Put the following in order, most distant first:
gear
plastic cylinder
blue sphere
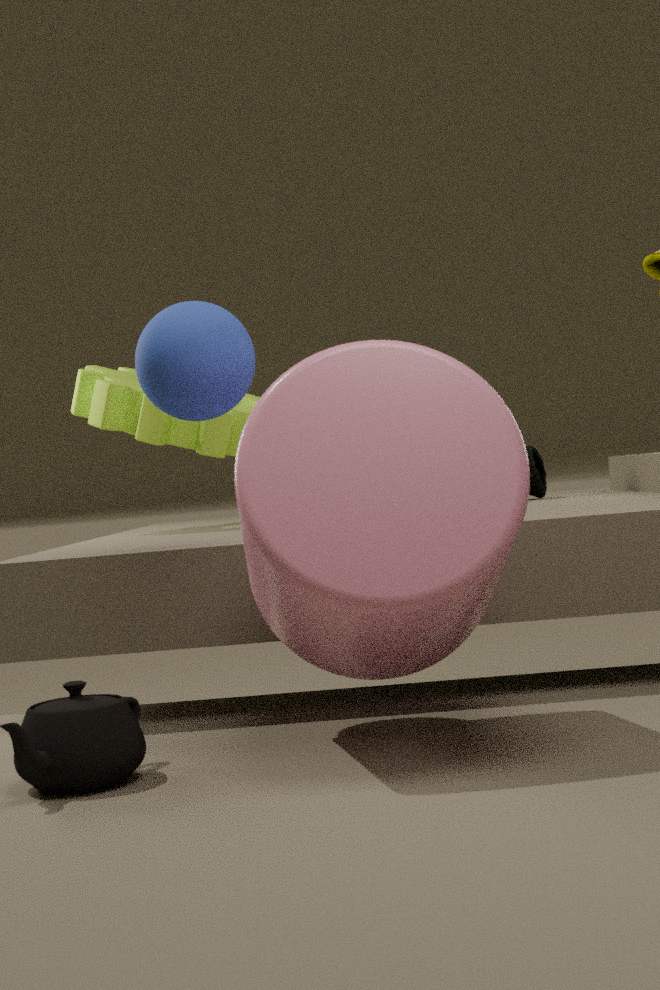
gear < blue sphere < plastic cylinder
